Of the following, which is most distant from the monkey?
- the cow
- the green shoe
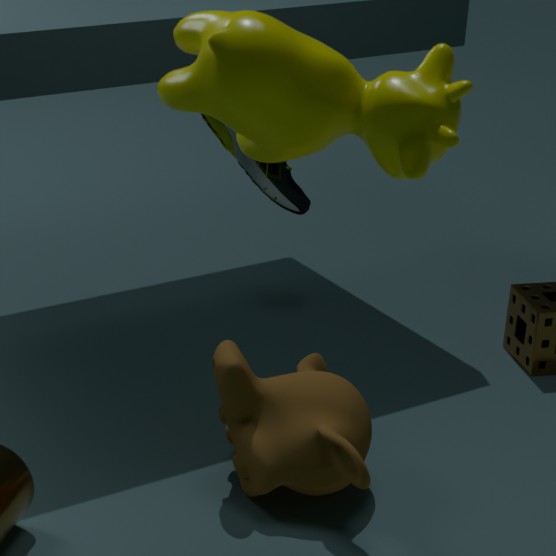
the green shoe
